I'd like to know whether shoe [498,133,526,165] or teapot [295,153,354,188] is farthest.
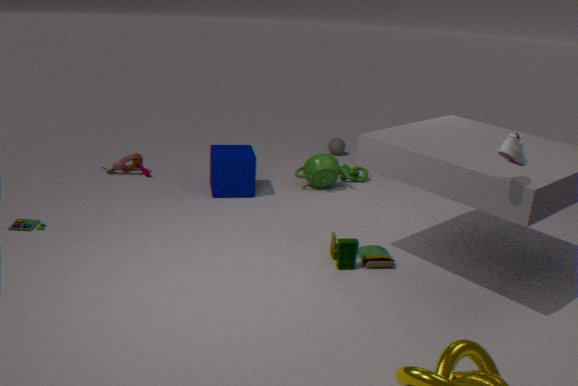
teapot [295,153,354,188]
